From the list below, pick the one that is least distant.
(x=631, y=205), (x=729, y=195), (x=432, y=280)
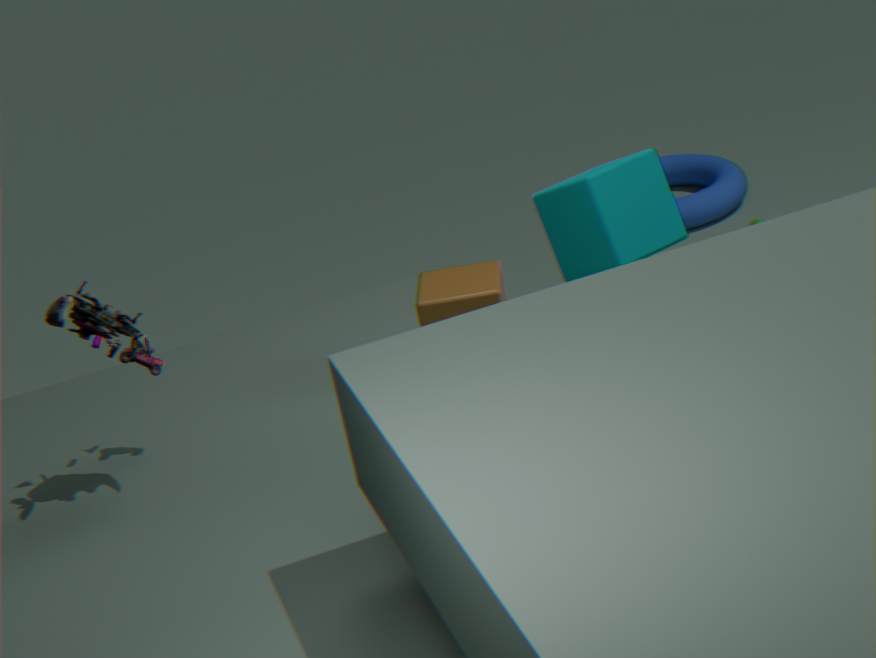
(x=631, y=205)
